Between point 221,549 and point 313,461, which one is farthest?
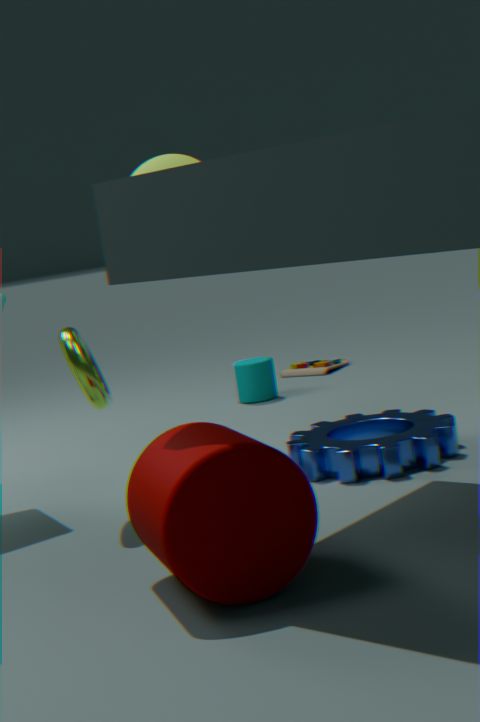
point 313,461
